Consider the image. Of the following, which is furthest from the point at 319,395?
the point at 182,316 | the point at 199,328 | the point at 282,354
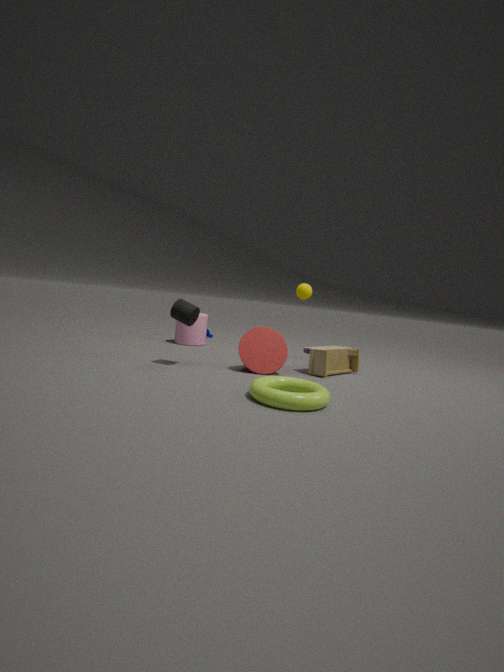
the point at 199,328
